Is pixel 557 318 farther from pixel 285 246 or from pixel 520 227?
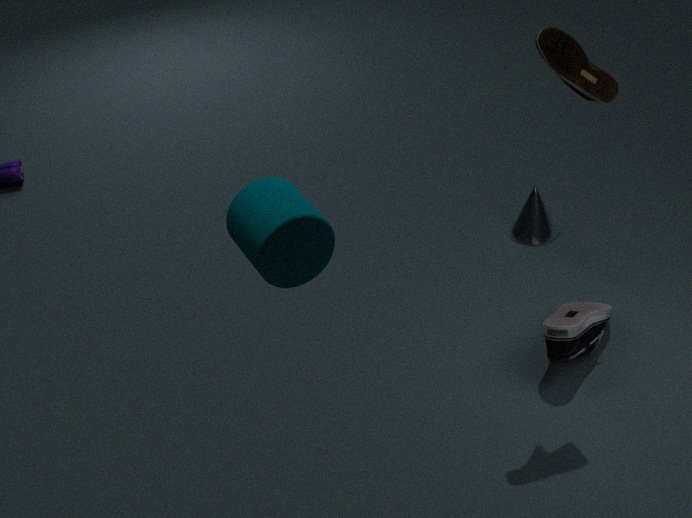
pixel 285 246
